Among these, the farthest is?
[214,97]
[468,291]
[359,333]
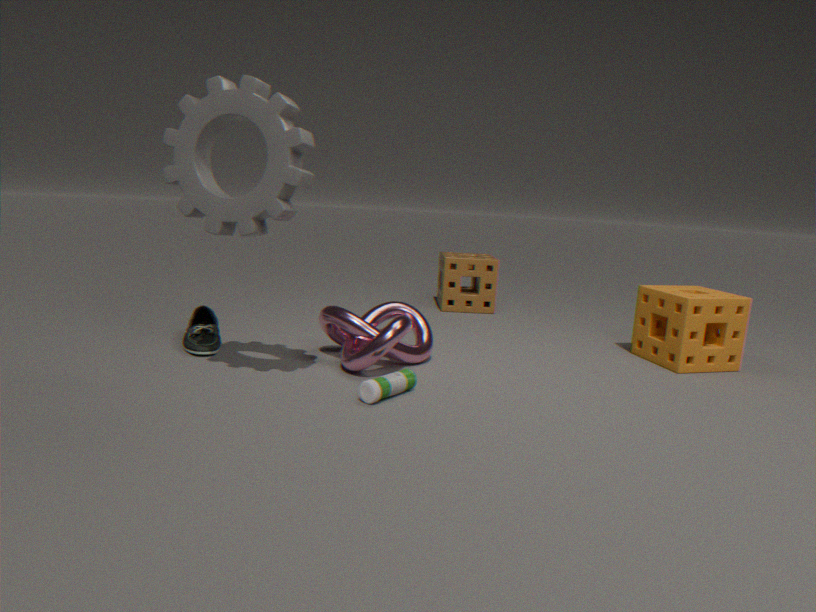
[468,291]
